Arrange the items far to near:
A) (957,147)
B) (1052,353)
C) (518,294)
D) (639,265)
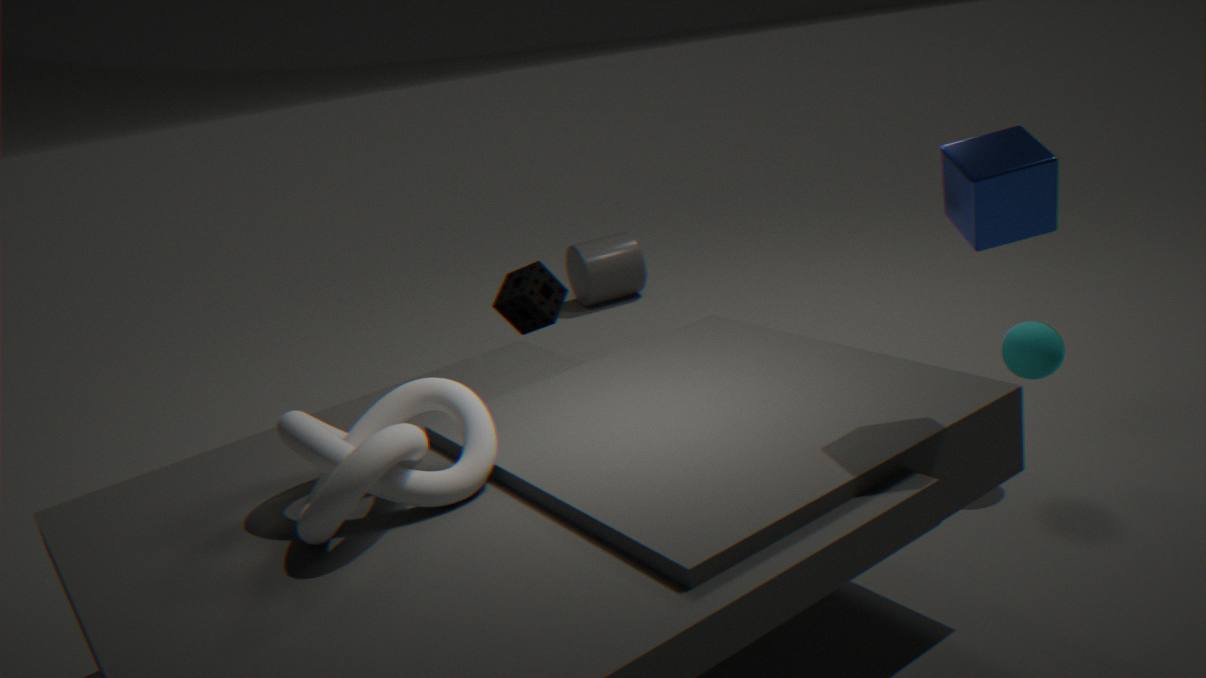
(639,265)
(518,294)
(1052,353)
(957,147)
